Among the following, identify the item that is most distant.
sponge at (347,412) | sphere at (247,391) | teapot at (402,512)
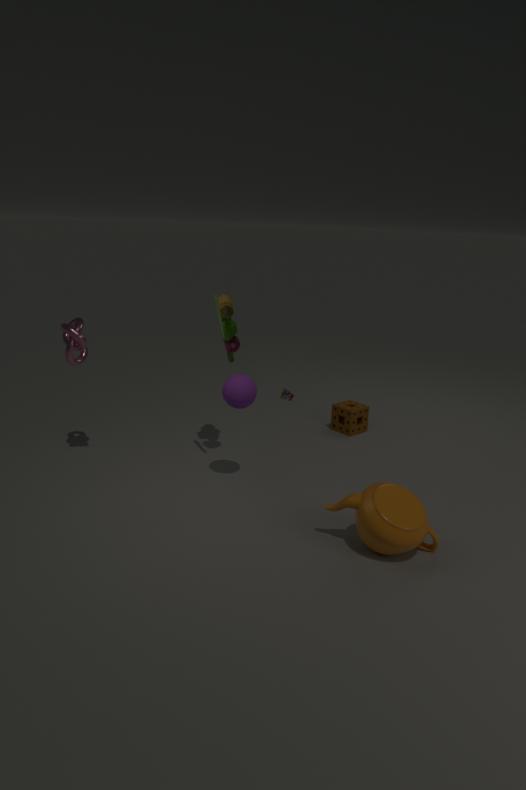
sponge at (347,412)
